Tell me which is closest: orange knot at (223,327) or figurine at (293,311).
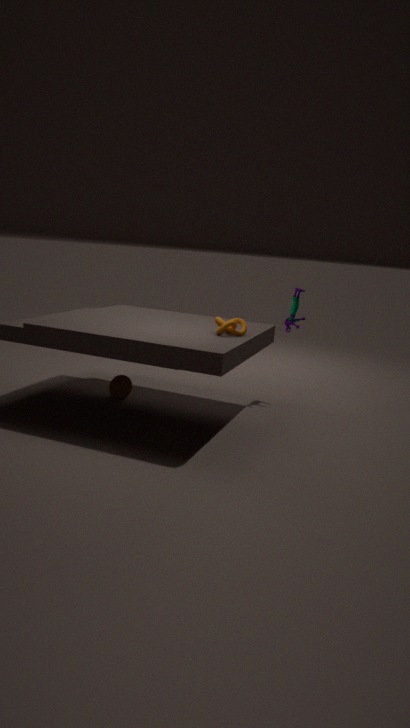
orange knot at (223,327)
